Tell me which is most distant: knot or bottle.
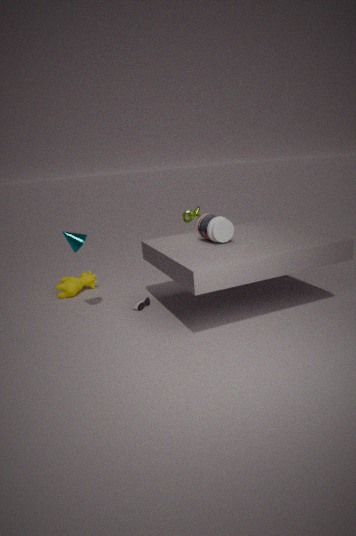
knot
